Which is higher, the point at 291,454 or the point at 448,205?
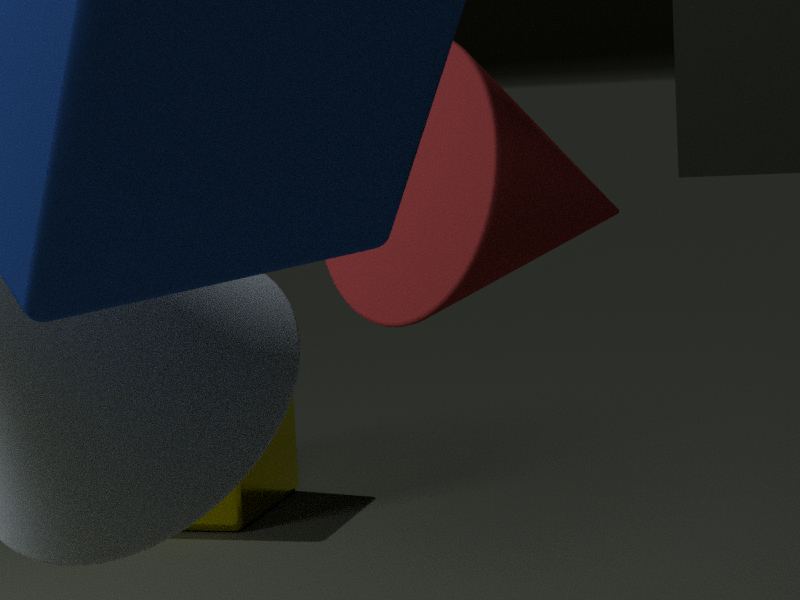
the point at 448,205
